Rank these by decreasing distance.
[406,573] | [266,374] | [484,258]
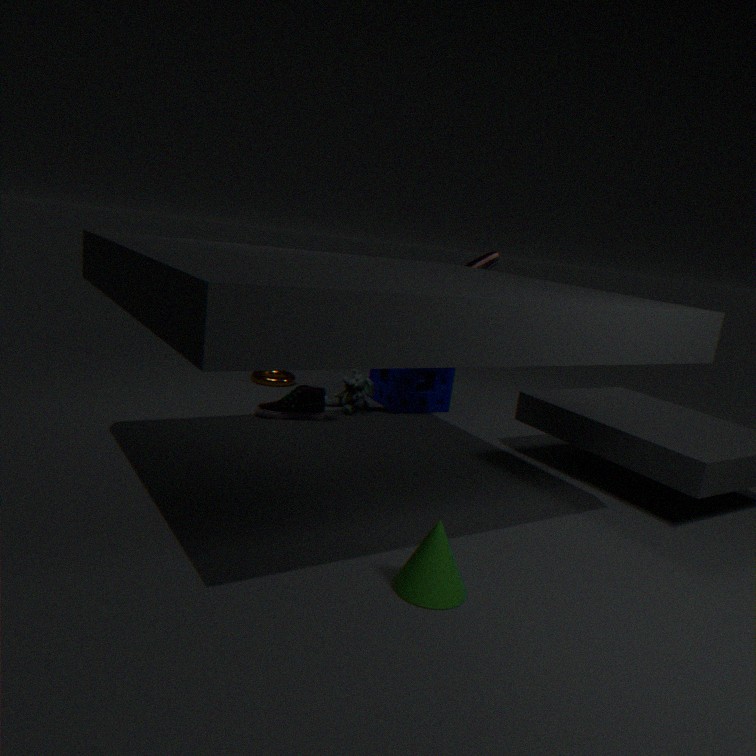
[266,374]
[484,258]
[406,573]
